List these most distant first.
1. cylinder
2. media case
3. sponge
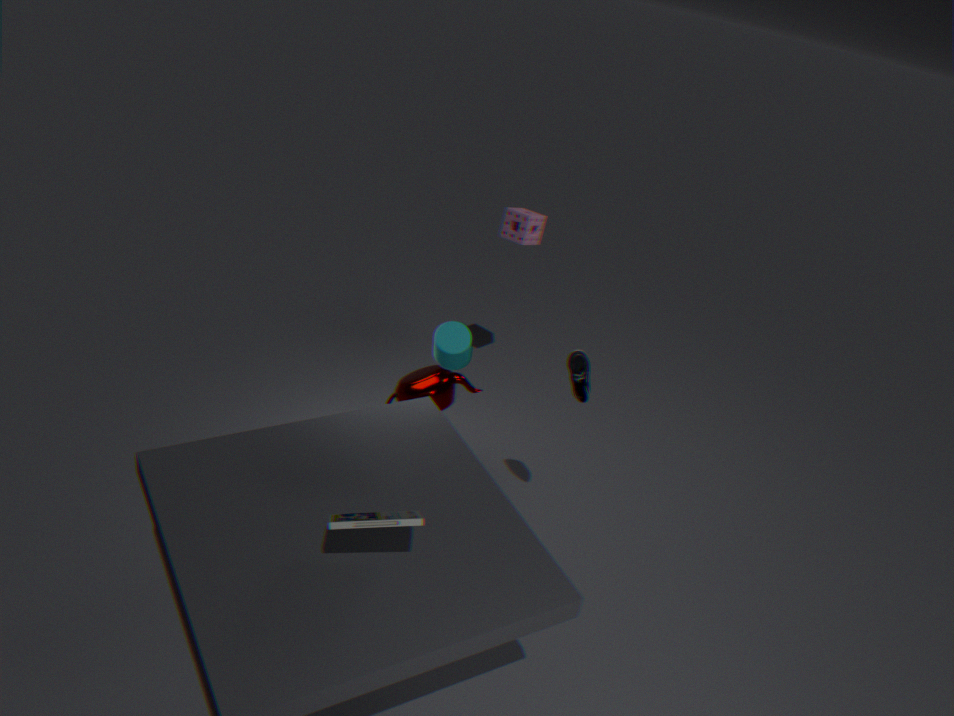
1. sponge
2. cylinder
3. media case
